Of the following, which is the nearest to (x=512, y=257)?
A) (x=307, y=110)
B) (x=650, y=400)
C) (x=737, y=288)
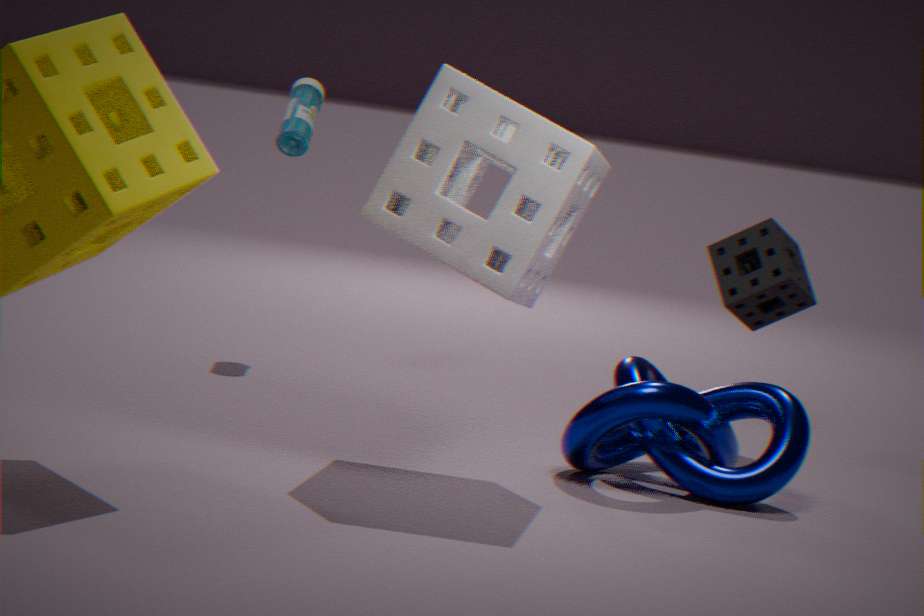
(x=650, y=400)
